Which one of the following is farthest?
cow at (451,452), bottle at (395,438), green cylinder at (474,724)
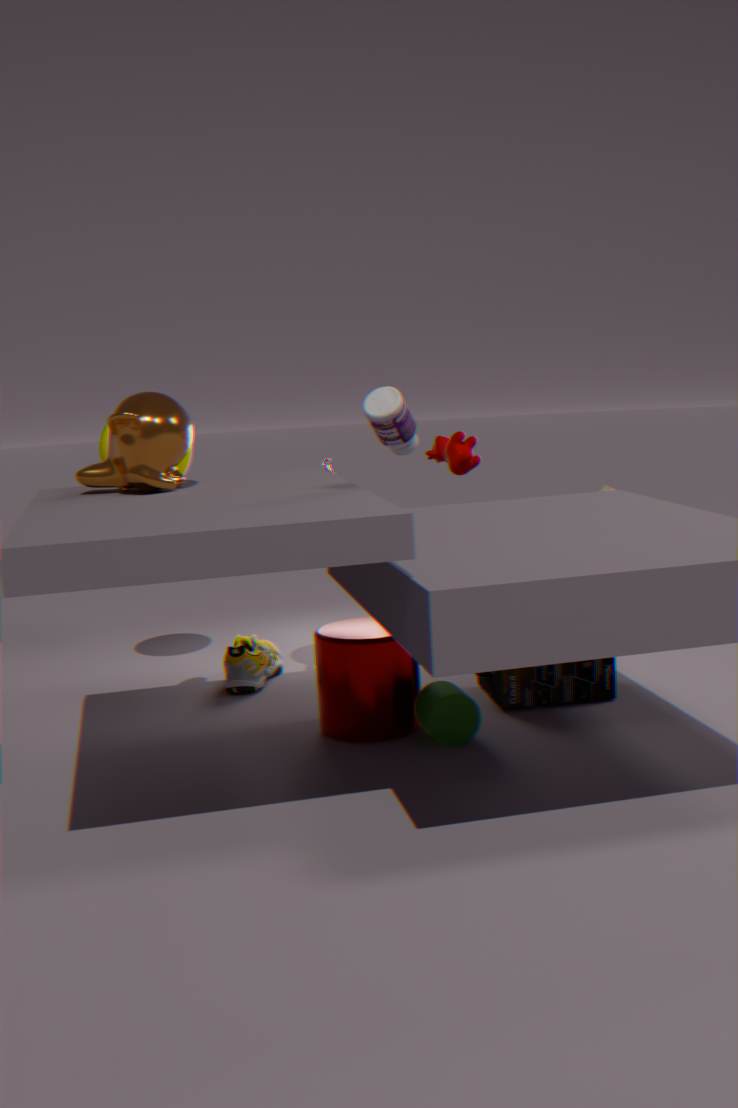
cow at (451,452)
